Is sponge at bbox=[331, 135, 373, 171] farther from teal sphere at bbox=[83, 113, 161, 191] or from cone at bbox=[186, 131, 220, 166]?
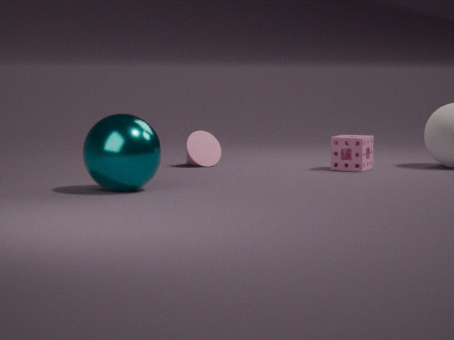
teal sphere at bbox=[83, 113, 161, 191]
